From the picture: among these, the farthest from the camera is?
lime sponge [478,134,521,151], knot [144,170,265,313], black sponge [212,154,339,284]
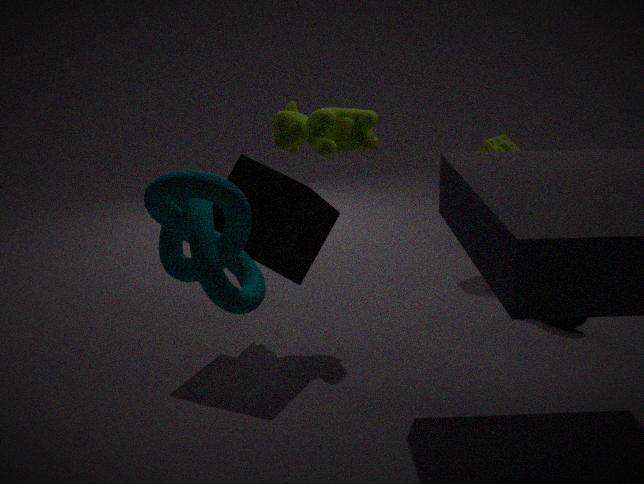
lime sponge [478,134,521,151]
